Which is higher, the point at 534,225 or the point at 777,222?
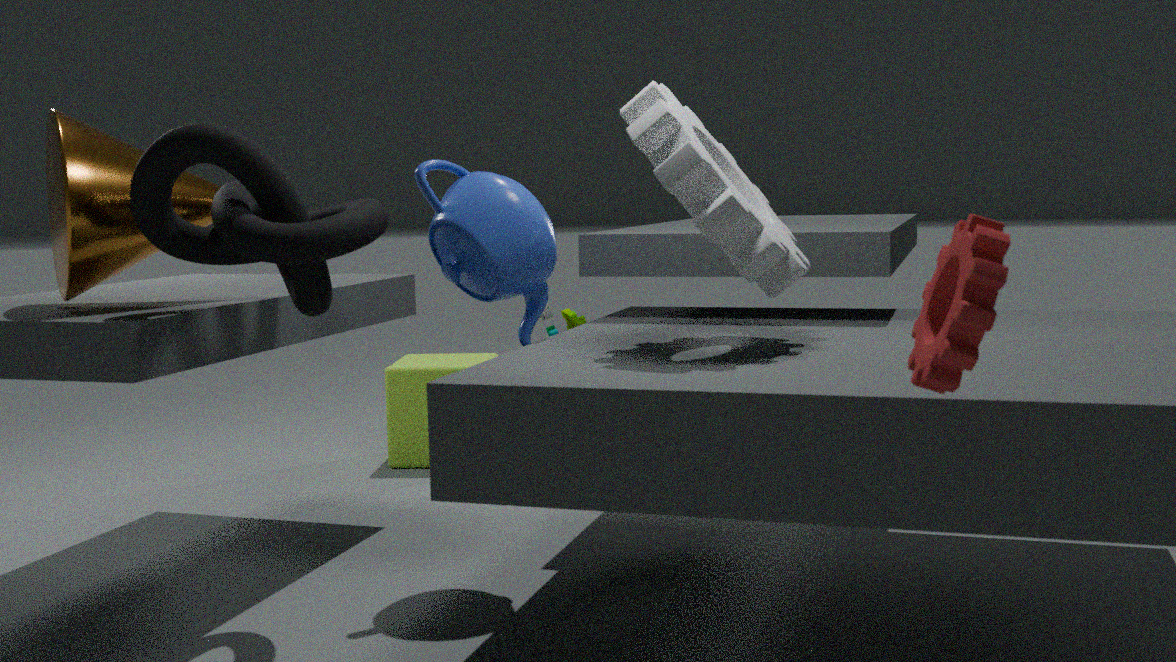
the point at 777,222
